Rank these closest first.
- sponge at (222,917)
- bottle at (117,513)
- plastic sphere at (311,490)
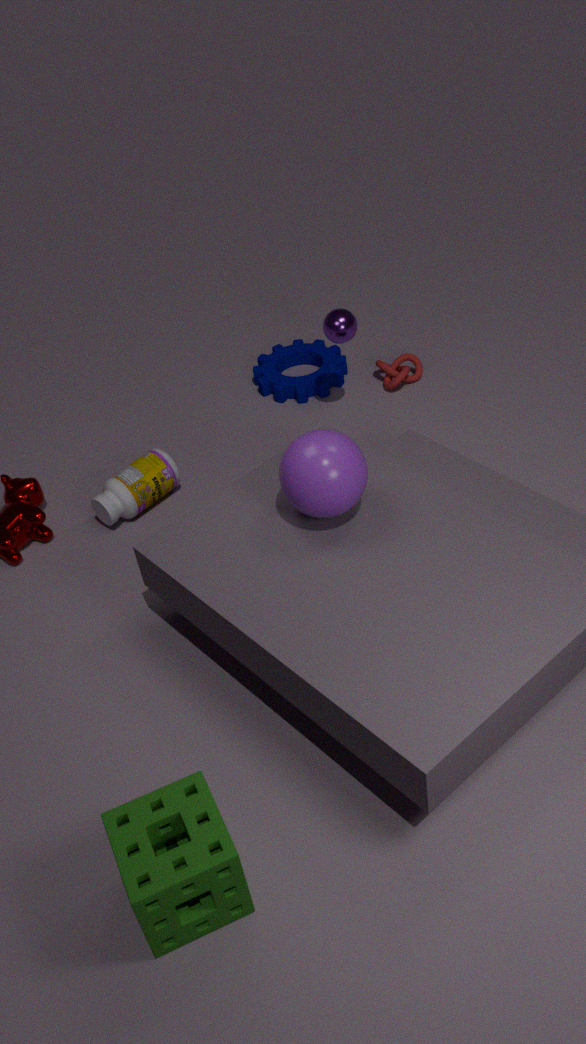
1. sponge at (222,917)
2. plastic sphere at (311,490)
3. bottle at (117,513)
